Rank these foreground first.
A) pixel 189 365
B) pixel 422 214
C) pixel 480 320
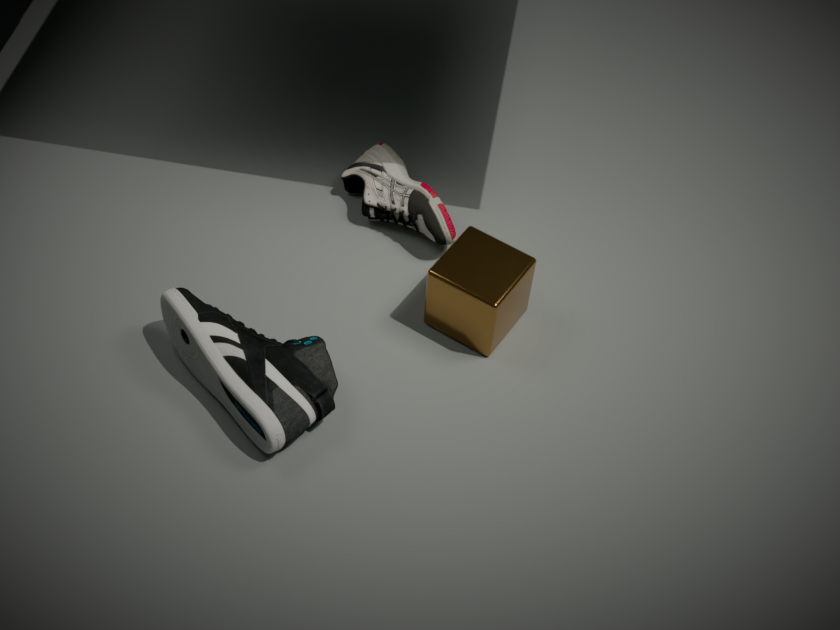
pixel 189 365
pixel 480 320
pixel 422 214
